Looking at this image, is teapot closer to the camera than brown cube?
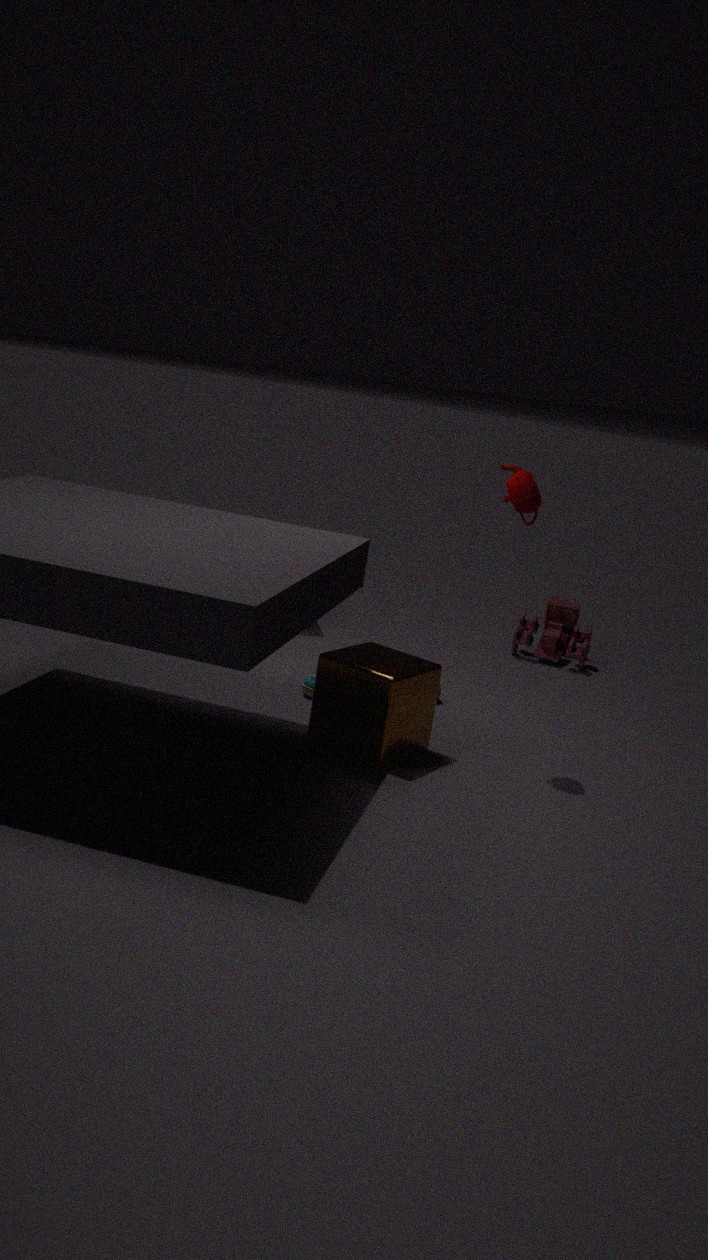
No
